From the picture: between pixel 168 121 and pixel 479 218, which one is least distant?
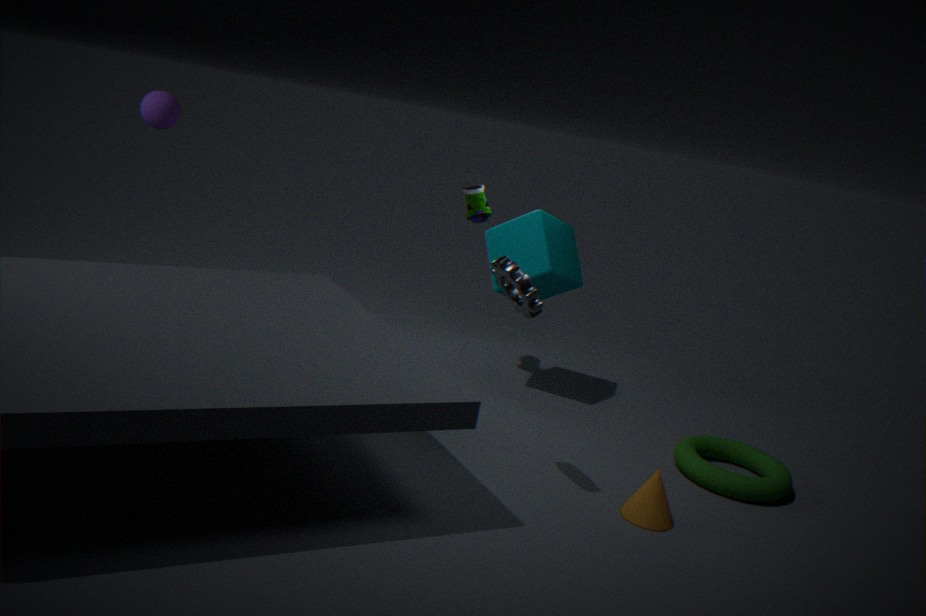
pixel 168 121
